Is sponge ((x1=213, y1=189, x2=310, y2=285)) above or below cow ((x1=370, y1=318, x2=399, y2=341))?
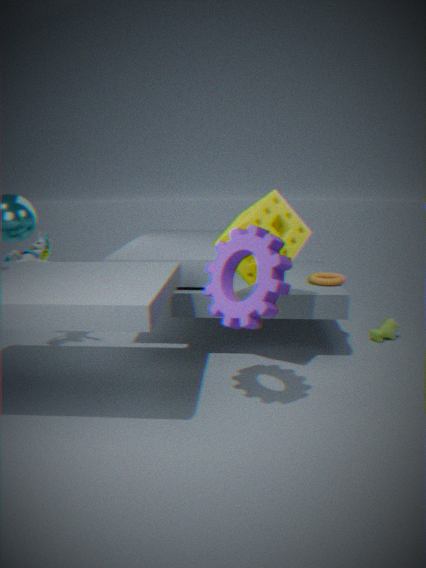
above
